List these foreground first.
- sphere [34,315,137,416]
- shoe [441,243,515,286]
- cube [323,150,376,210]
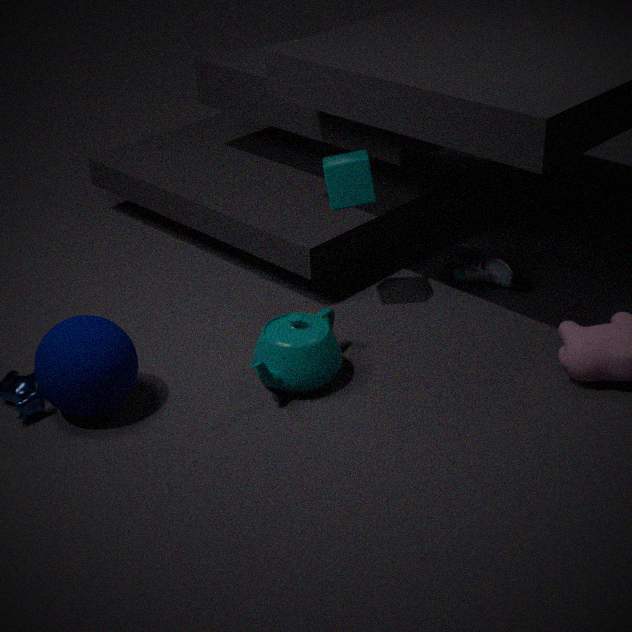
1. sphere [34,315,137,416]
2. cube [323,150,376,210]
3. shoe [441,243,515,286]
